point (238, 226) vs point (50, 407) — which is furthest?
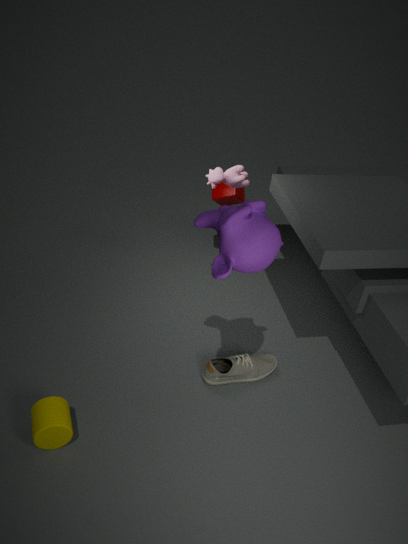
point (50, 407)
